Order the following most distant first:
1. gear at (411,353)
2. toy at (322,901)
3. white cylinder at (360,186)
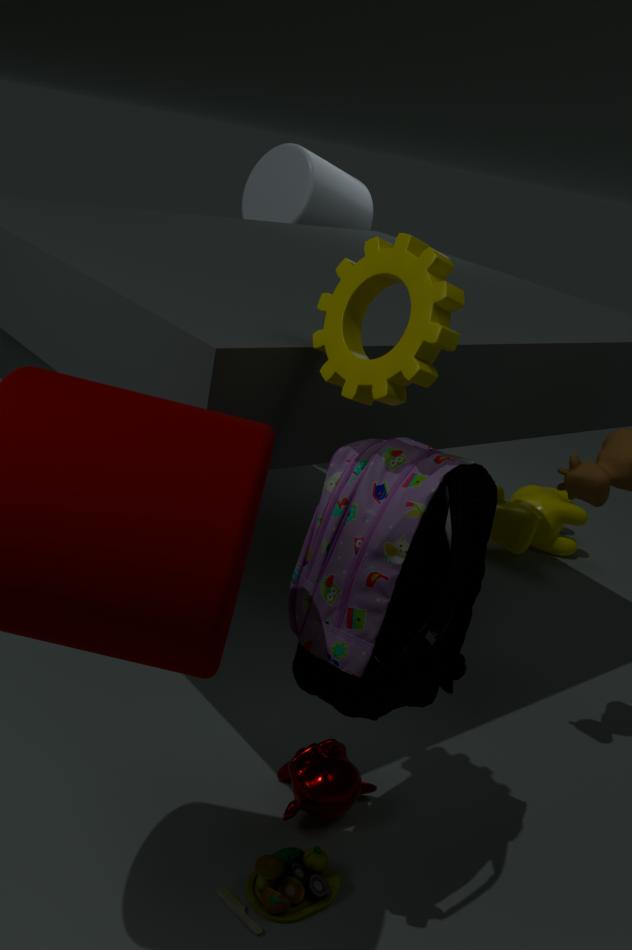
white cylinder at (360,186) < toy at (322,901) < gear at (411,353)
